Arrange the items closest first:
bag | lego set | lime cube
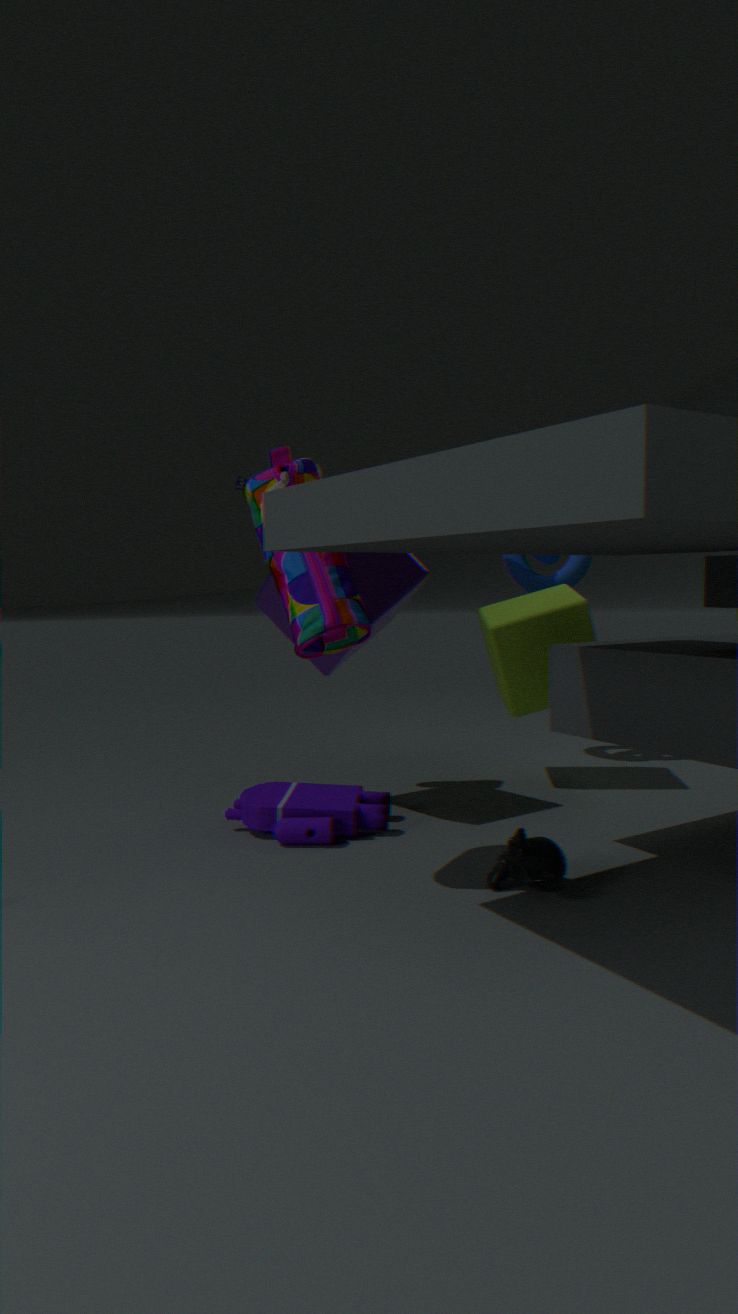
bag → lego set → lime cube
